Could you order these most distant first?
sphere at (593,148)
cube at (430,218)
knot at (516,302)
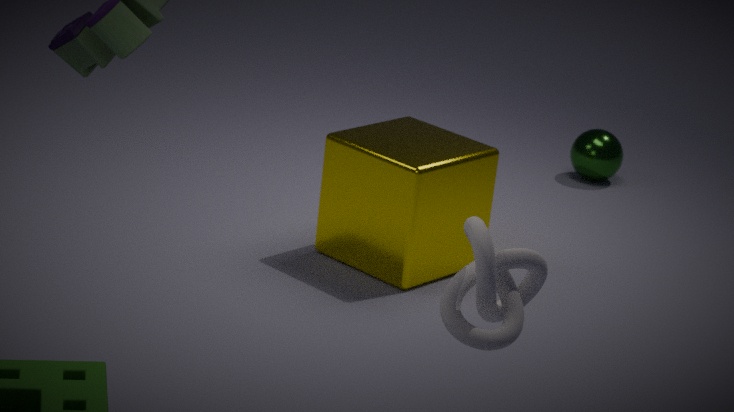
sphere at (593,148), cube at (430,218), knot at (516,302)
